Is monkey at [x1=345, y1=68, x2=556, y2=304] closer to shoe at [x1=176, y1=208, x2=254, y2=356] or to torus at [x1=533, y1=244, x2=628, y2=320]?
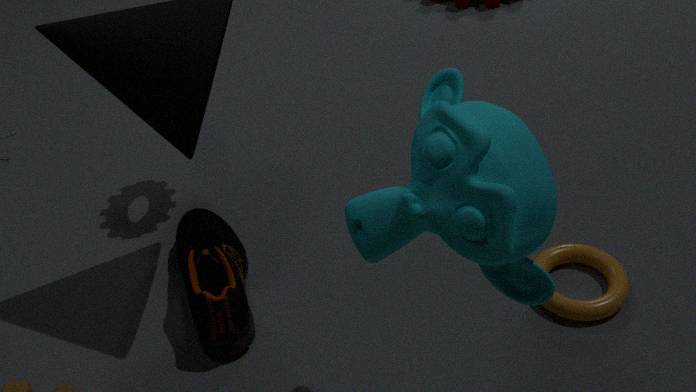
torus at [x1=533, y1=244, x2=628, y2=320]
